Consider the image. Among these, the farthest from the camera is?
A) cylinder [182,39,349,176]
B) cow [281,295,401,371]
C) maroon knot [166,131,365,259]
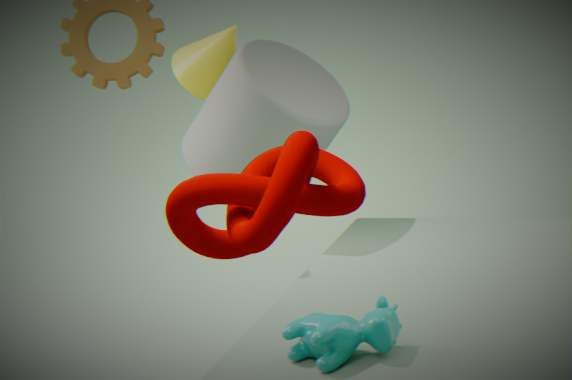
cylinder [182,39,349,176]
